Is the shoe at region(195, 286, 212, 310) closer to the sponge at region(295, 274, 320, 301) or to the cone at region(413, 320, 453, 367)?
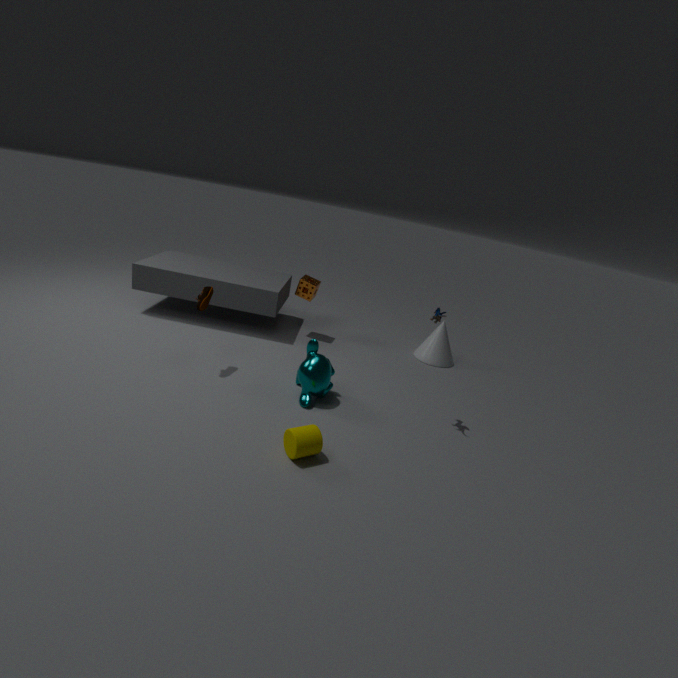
the sponge at region(295, 274, 320, 301)
